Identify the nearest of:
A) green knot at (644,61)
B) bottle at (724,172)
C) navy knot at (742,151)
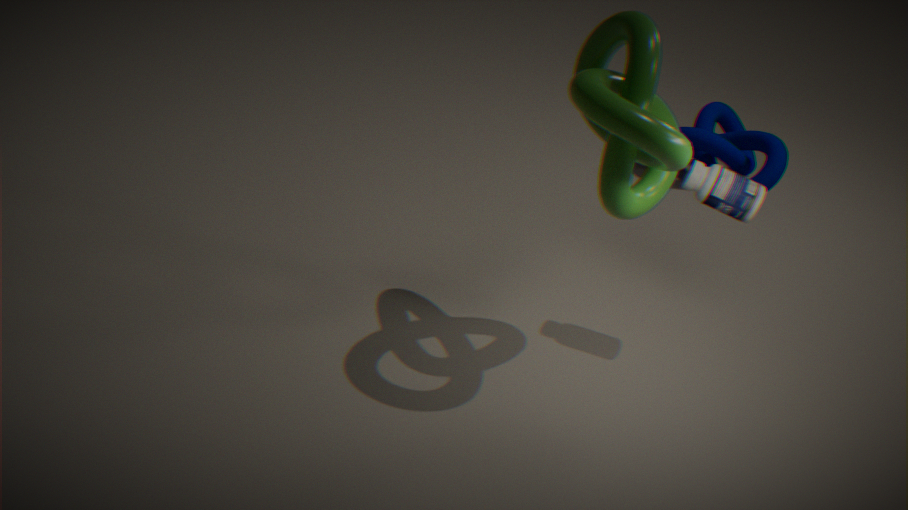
green knot at (644,61)
